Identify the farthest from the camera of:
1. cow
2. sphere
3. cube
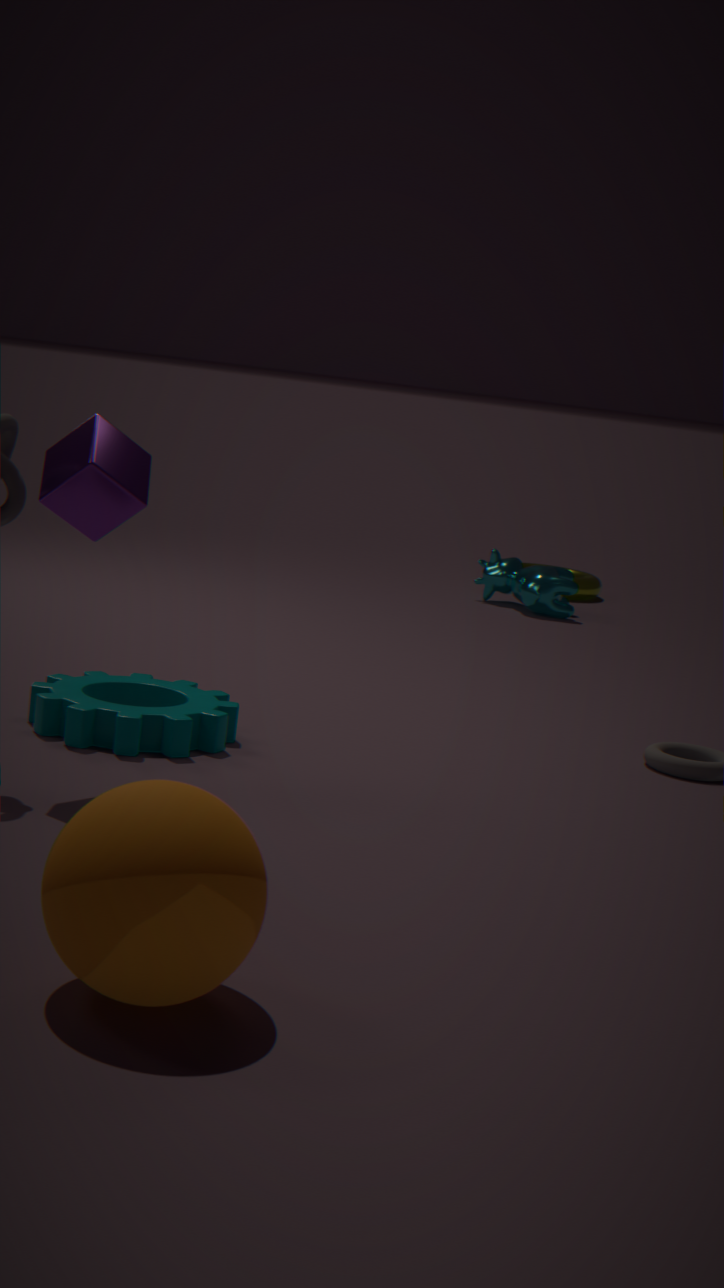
cow
